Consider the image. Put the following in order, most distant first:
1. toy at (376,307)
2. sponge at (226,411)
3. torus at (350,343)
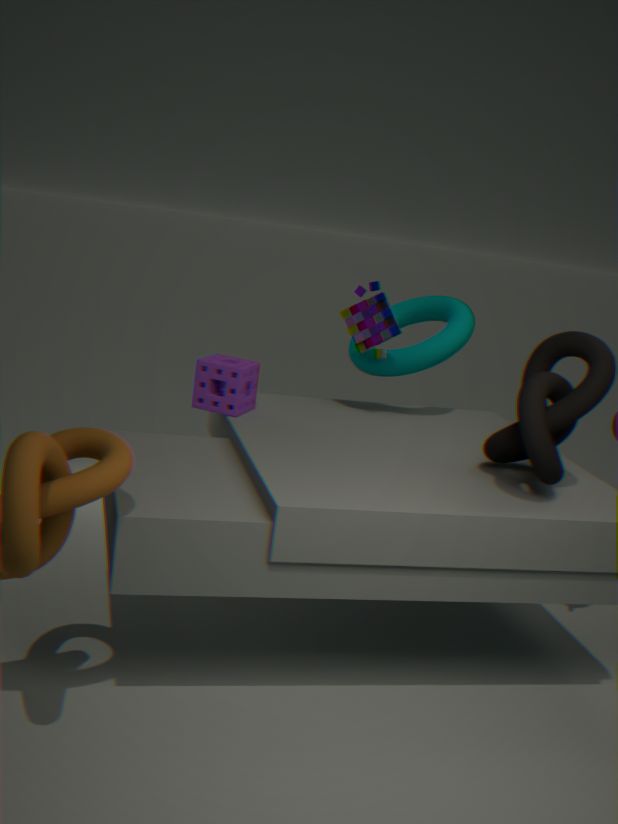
torus at (350,343) < toy at (376,307) < sponge at (226,411)
